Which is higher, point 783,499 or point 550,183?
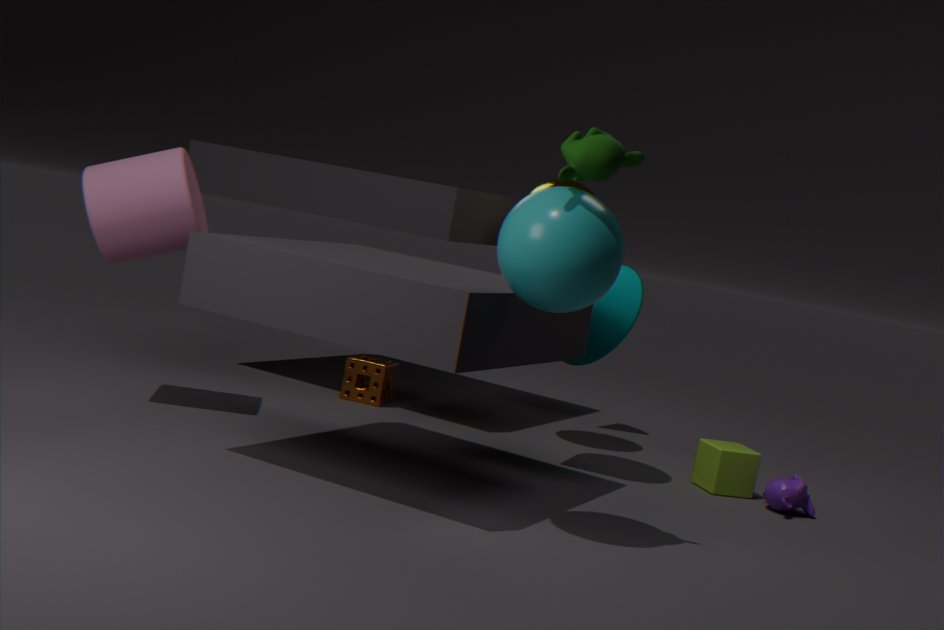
point 550,183
